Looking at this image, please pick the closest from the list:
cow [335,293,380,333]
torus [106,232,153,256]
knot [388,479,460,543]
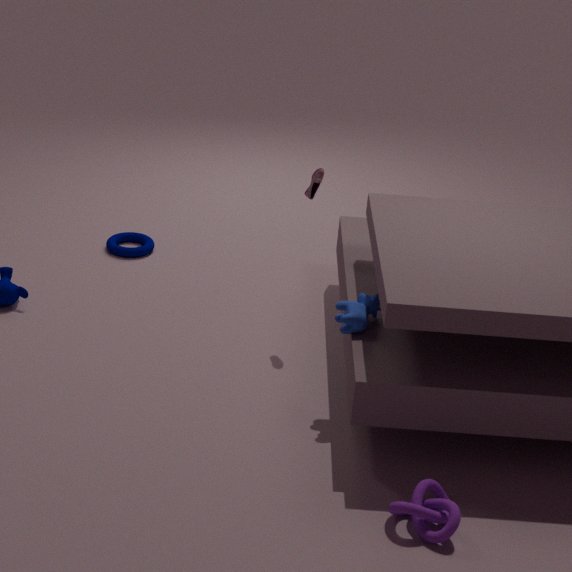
knot [388,479,460,543]
